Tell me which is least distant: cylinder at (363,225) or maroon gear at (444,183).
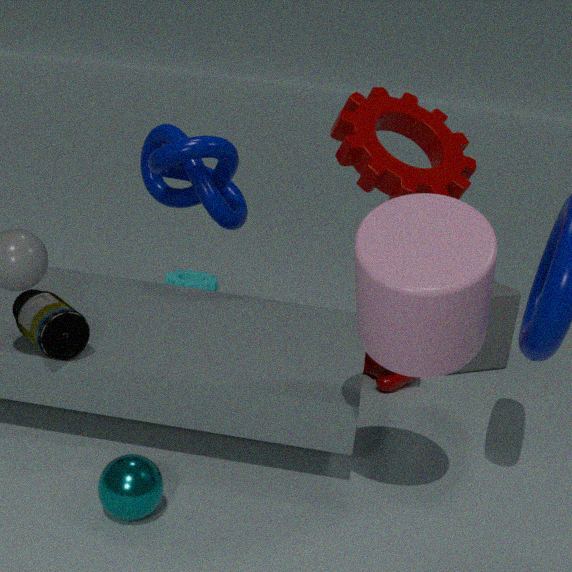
cylinder at (363,225)
